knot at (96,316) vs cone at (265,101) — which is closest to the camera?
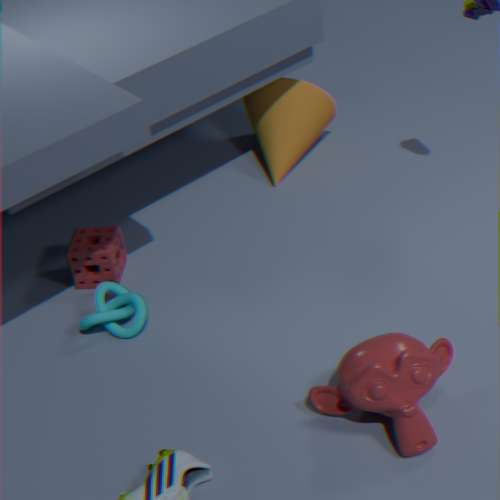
knot at (96,316)
